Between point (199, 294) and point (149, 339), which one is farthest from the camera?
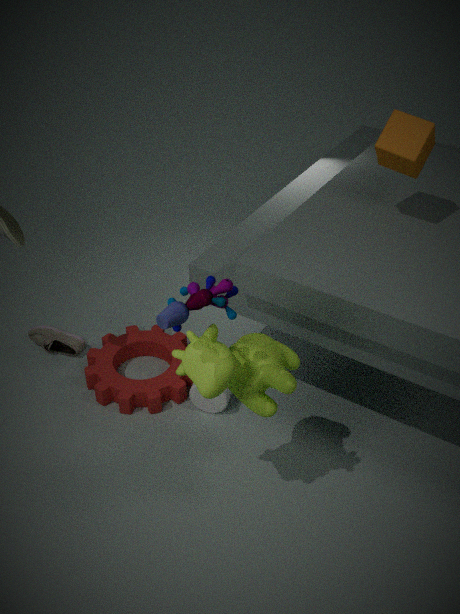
point (149, 339)
